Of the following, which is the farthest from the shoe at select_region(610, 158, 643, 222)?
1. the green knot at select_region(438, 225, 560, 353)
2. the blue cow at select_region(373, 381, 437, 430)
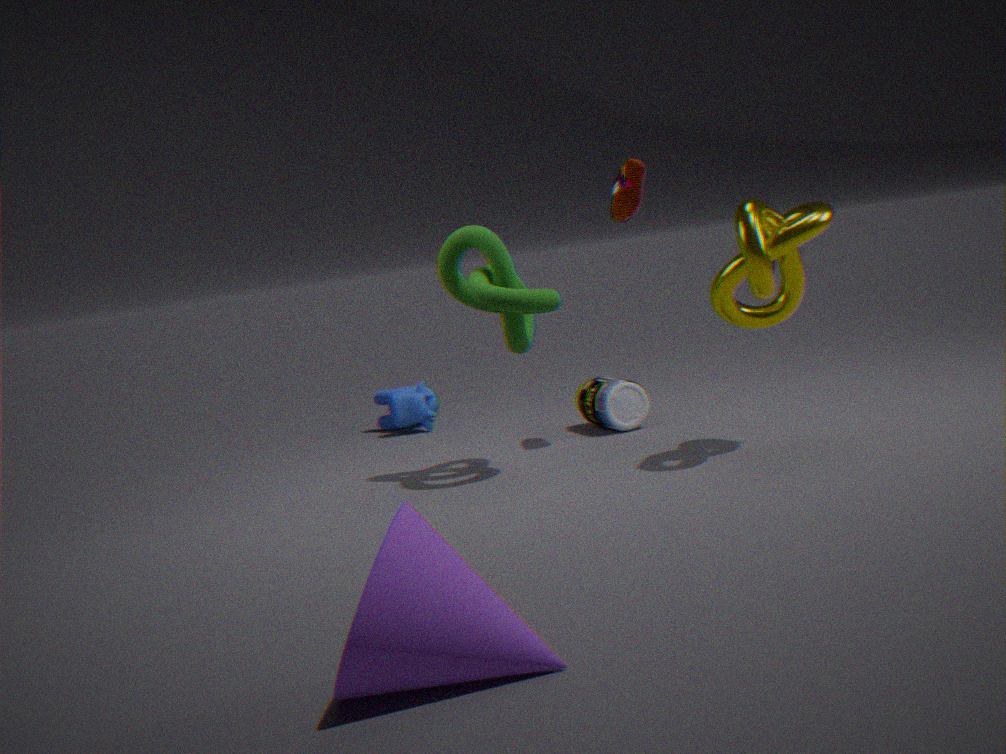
the blue cow at select_region(373, 381, 437, 430)
